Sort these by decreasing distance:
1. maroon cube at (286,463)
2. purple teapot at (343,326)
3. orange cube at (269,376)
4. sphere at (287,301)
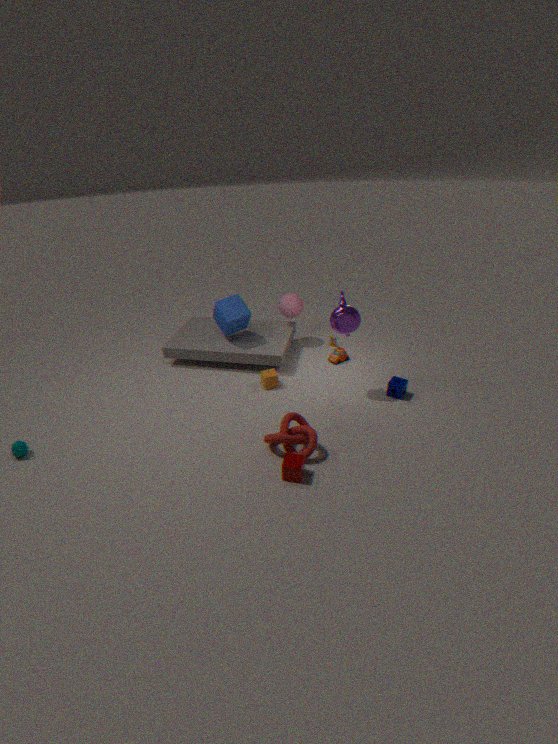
sphere at (287,301), orange cube at (269,376), purple teapot at (343,326), maroon cube at (286,463)
